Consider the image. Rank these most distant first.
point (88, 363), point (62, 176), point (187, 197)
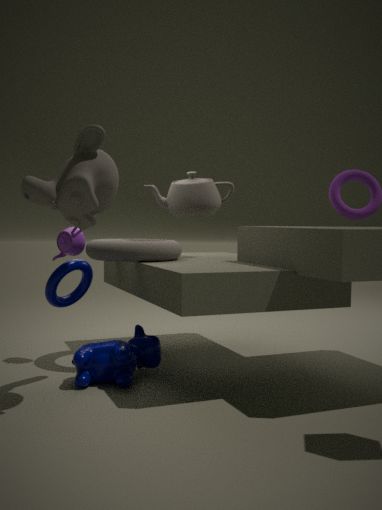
point (187, 197)
point (88, 363)
point (62, 176)
